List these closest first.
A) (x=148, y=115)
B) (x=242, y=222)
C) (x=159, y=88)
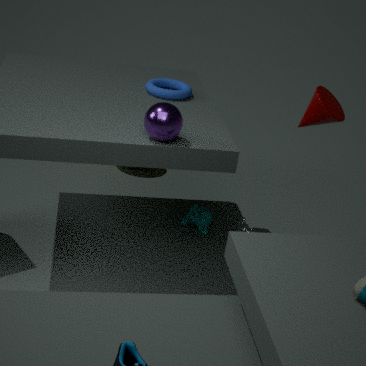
(x=148, y=115) < (x=159, y=88) < (x=242, y=222)
